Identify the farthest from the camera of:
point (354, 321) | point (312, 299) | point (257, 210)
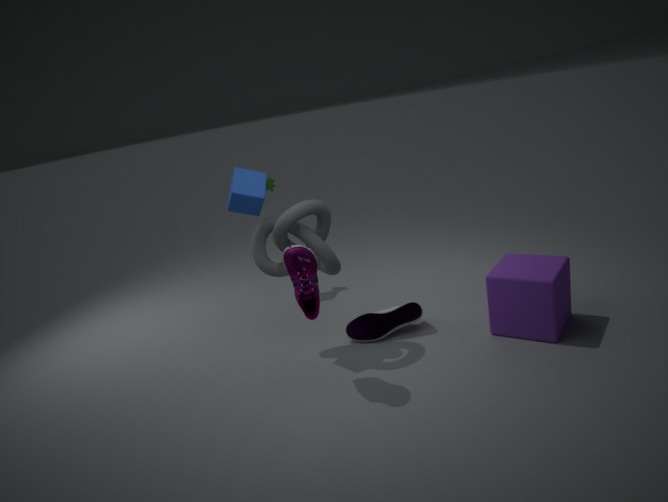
point (354, 321)
